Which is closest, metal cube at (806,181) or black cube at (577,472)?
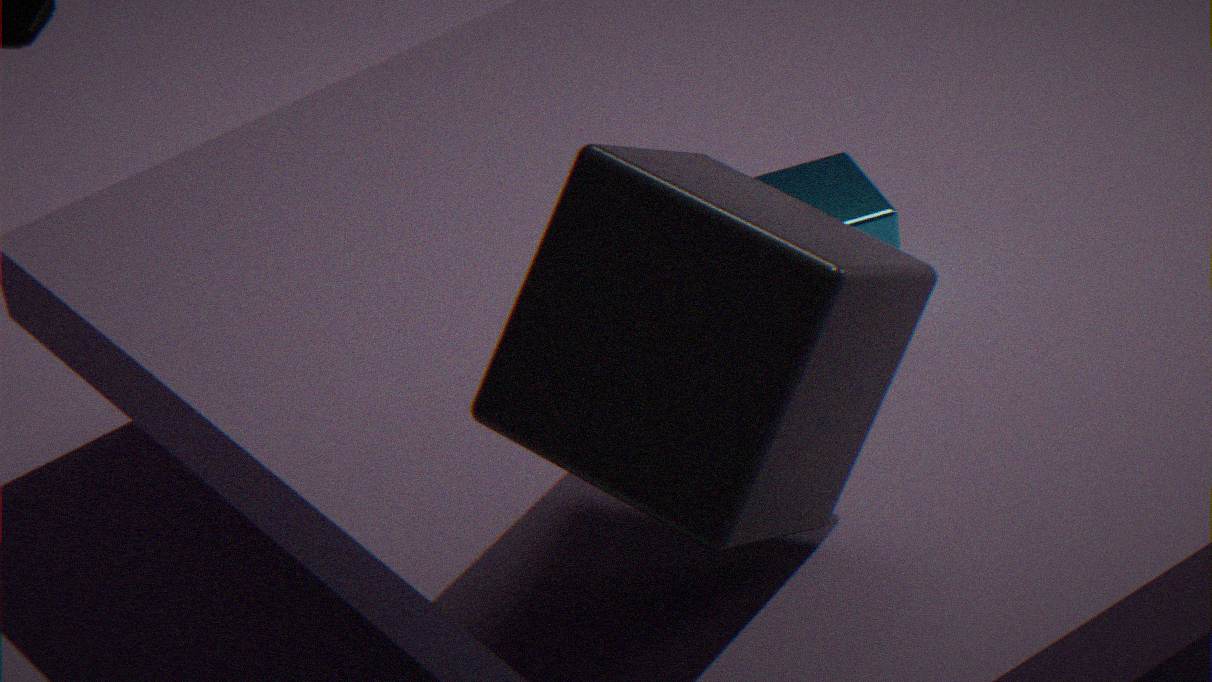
black cube at (577,472)
